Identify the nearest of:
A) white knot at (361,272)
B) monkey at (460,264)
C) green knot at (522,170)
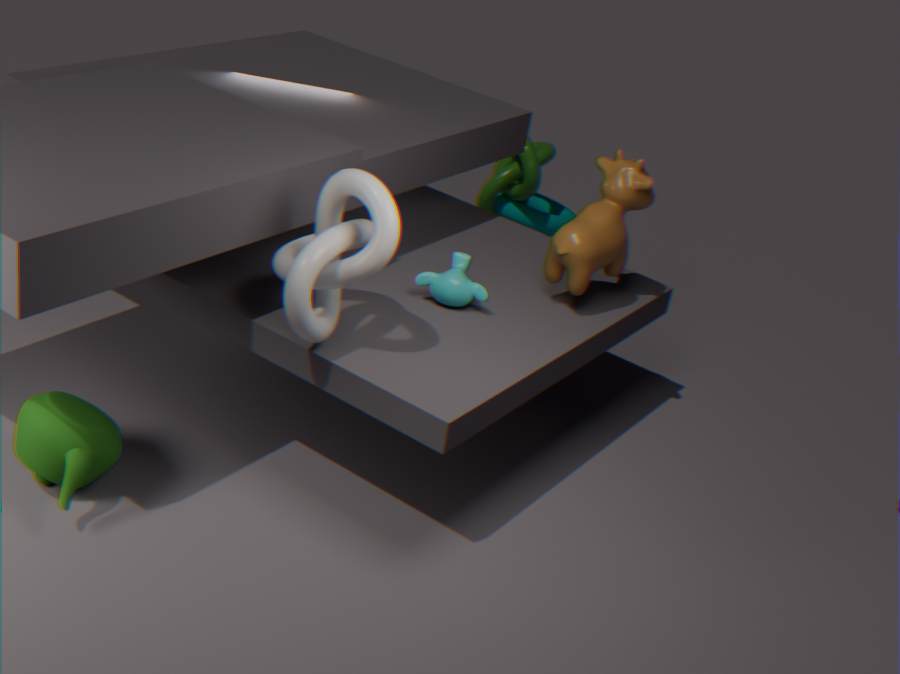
white knot at (361,272)
